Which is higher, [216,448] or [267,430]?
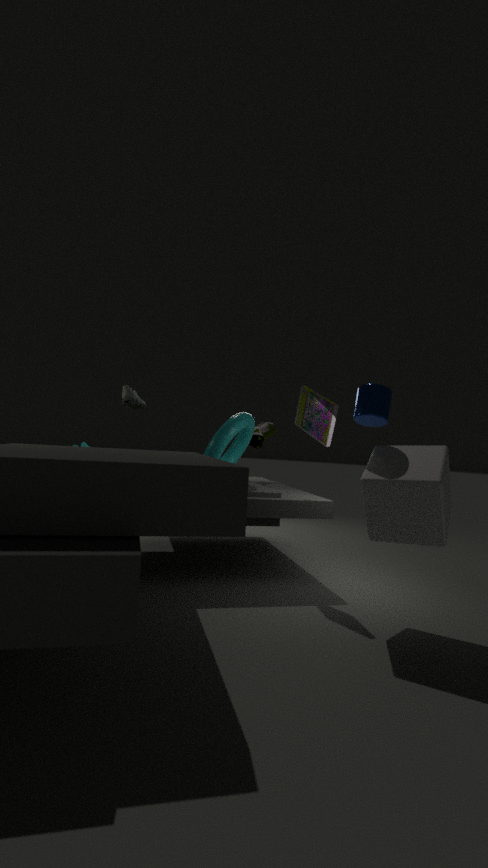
[267,430]
